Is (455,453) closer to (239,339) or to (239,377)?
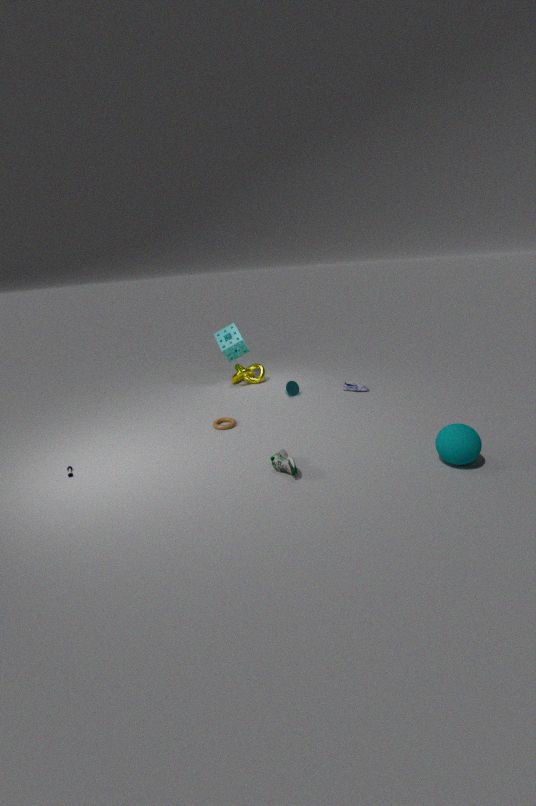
(239,377)
